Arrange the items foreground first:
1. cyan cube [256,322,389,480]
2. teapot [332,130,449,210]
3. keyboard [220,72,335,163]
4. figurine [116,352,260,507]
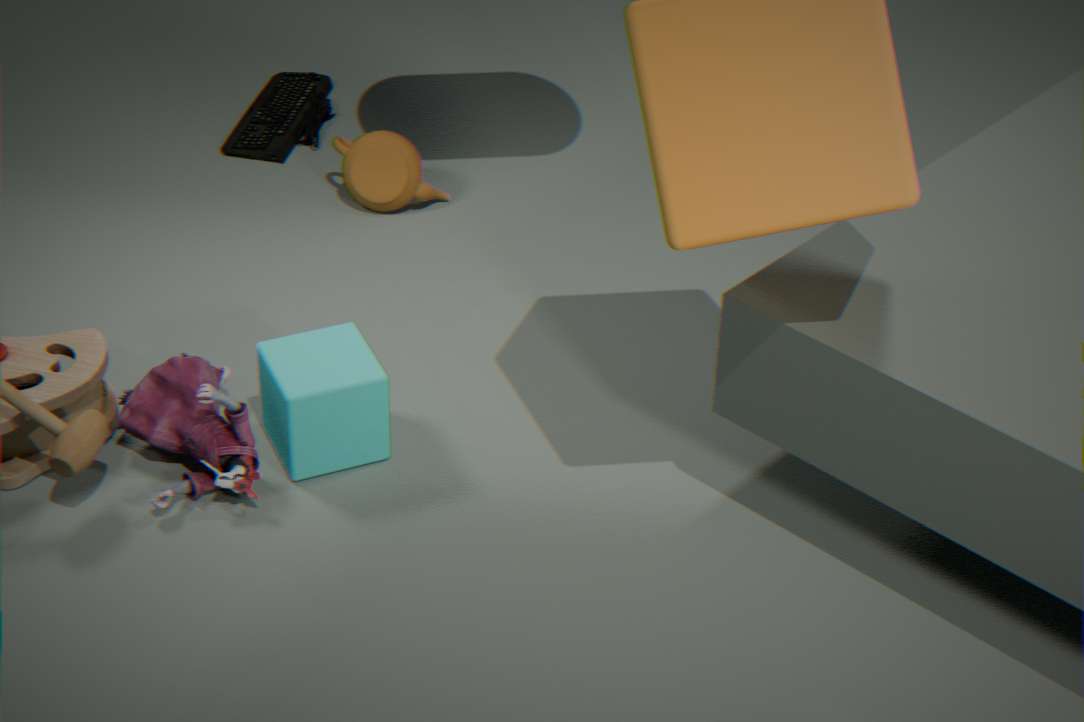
figurine [116,352,260,507]
cyan cube [256,322,389,480]
teapot [332,130,449,210]
keyboard [220,72,335,163]
